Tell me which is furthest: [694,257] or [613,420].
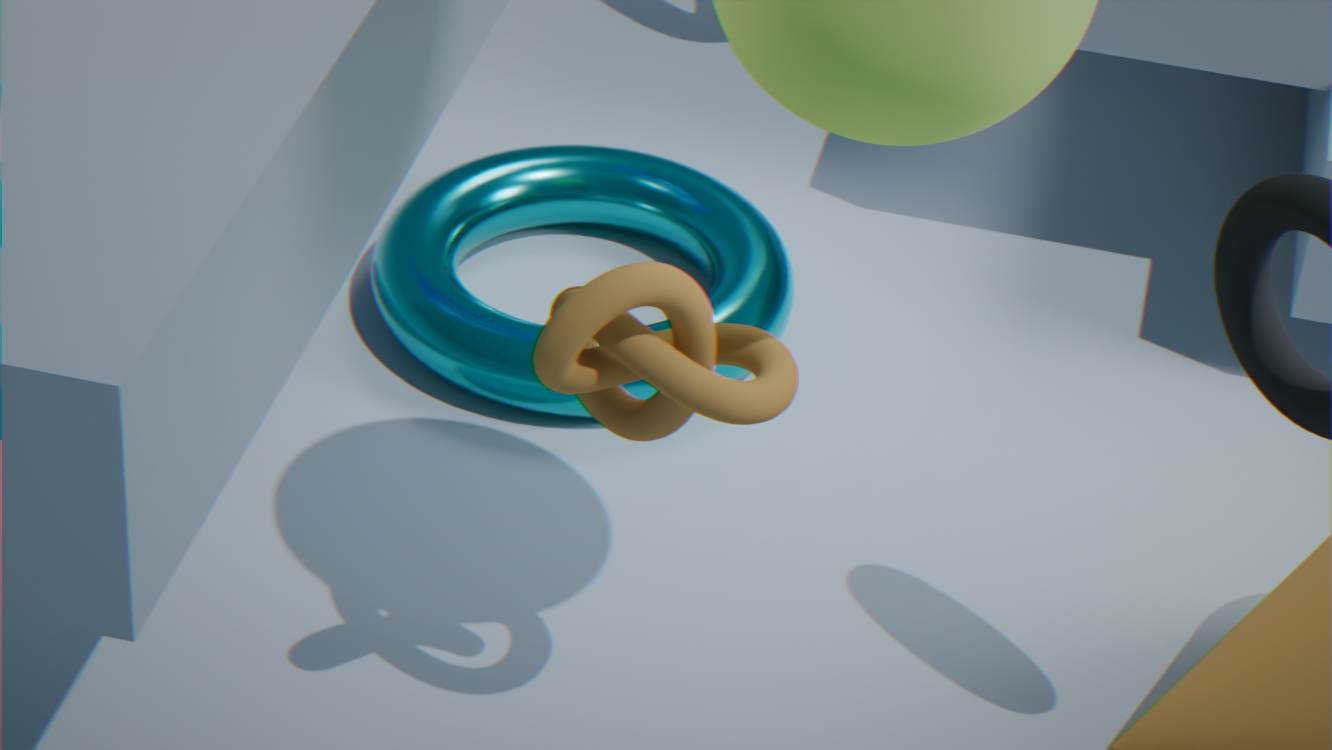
[694,257]
